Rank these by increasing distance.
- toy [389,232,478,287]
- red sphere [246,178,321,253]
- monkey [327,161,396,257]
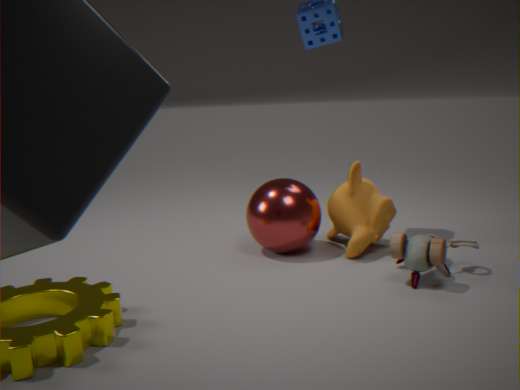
toy [389,232,478,287] → red sphere [246,178,321,253] → monkey [327,161,396,257]
